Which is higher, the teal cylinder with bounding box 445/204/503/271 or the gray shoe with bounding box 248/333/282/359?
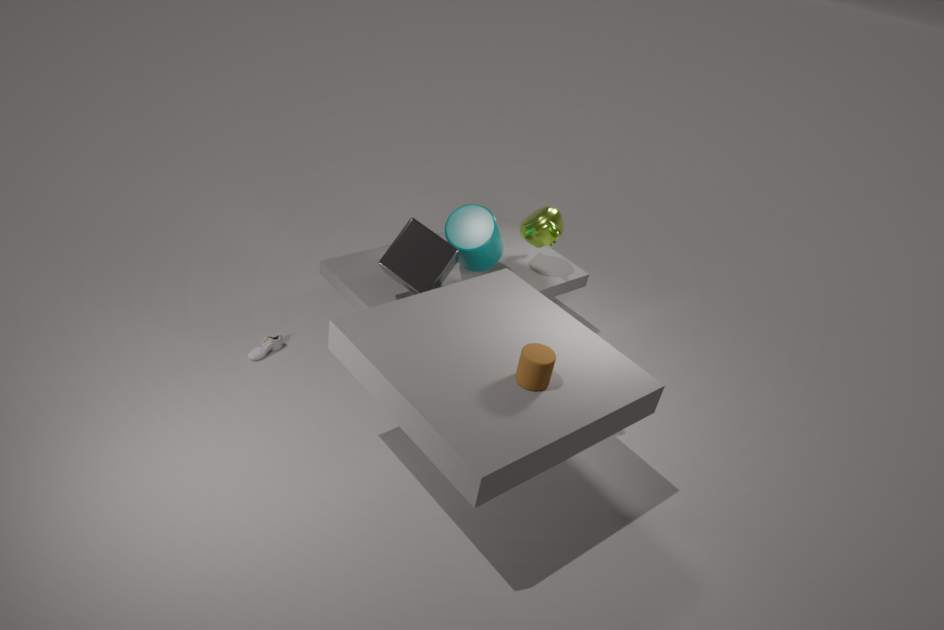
the teal cylinder with bounding box 445/204/503/271
